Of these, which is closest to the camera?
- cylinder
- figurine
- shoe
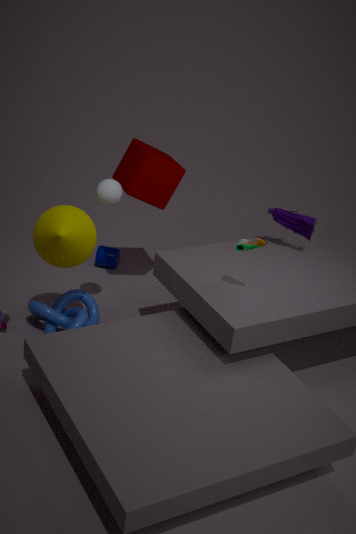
shoe
